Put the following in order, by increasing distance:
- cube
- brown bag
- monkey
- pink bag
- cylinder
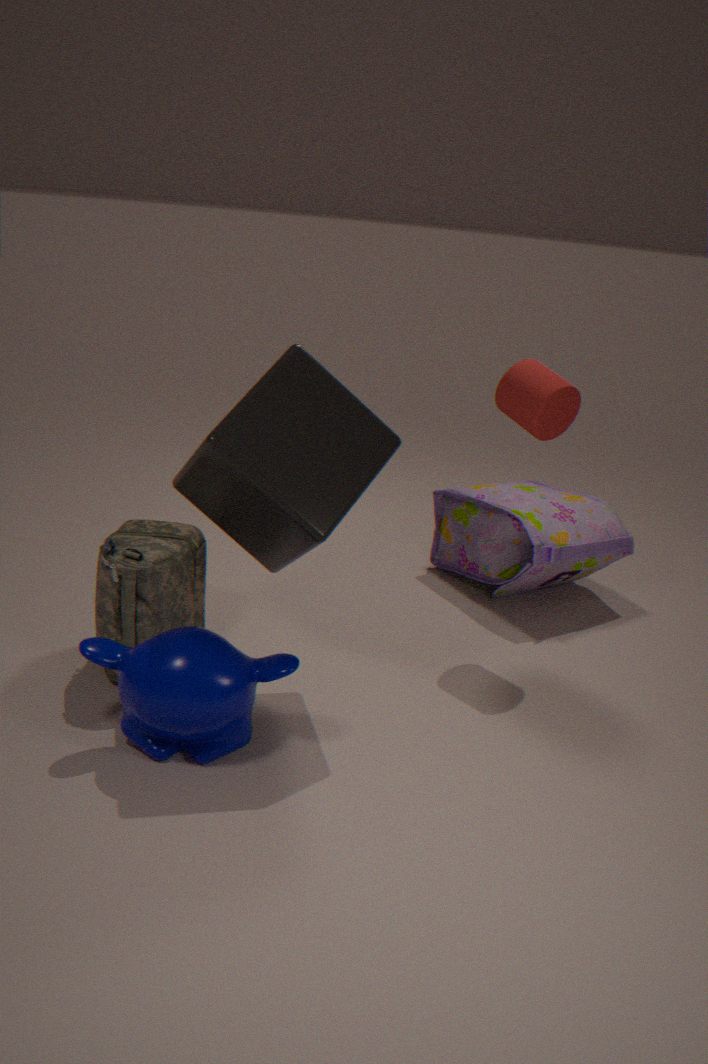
1. monkey
2. cube
3. brown bag
4. cylinder
5. pink bag
